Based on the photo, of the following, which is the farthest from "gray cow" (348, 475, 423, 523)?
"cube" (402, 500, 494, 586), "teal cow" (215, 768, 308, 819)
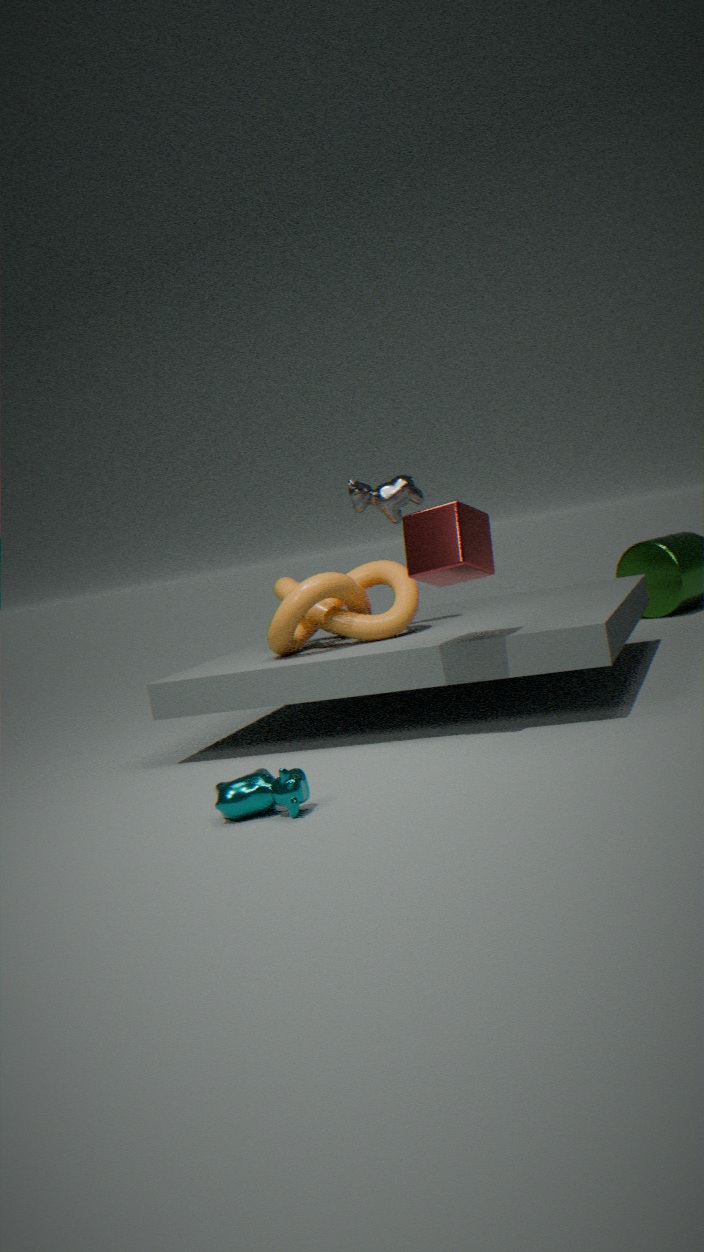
"teal cow" (215, 768, 308, 819)
